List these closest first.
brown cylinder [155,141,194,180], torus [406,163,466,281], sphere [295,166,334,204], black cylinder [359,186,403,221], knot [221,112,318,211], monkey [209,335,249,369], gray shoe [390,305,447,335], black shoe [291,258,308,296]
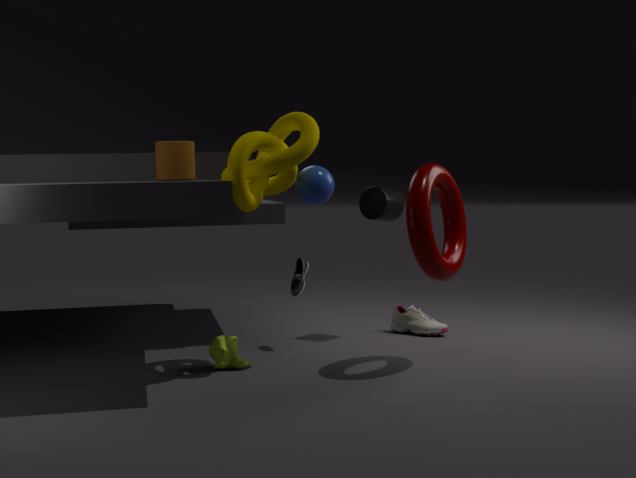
knot [221,112,318,211] < torus [406,163,466,281] < sphere [295,166,334,204] < brown cylinder [155,141,194,180] < monkey [209,335,249,369] < black shoe [291,258,308,296] < black cylinder [359,186,403,221] < gray shoe [390,305,447,335]
